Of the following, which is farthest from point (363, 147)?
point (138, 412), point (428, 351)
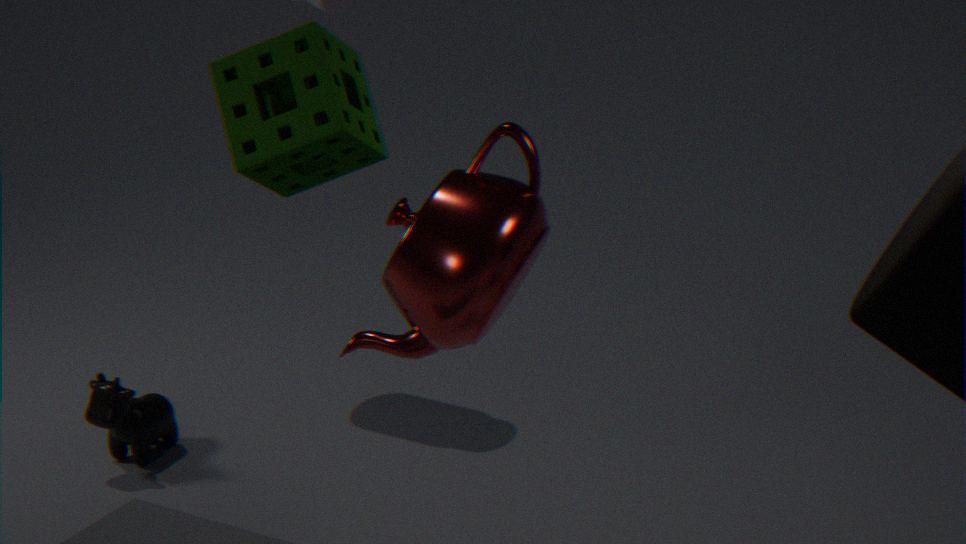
point (138, 412)
